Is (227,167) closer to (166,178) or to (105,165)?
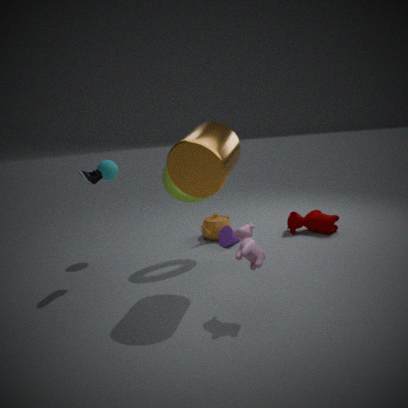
(166,178)
